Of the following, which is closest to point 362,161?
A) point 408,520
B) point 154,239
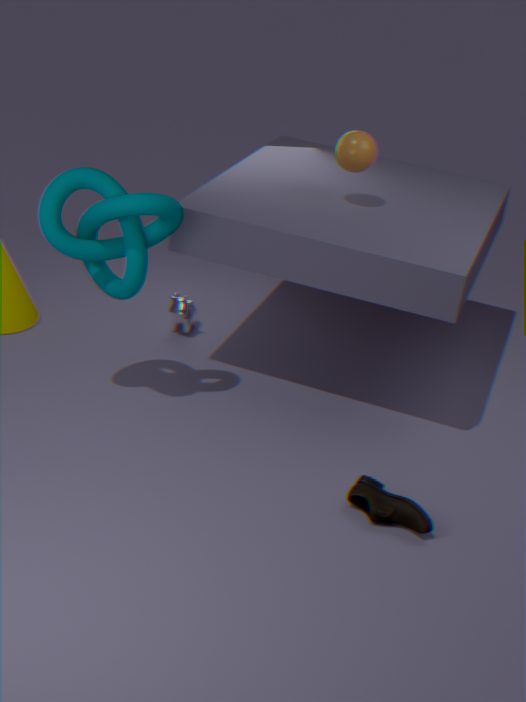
point 154,239
